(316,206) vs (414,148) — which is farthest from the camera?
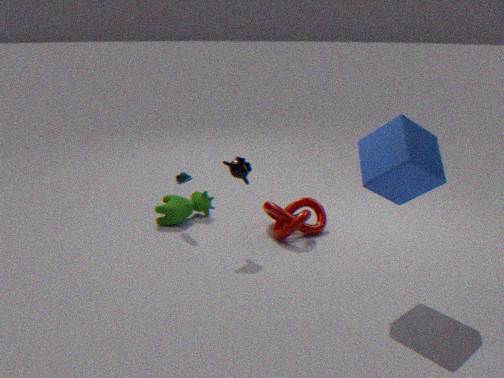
(316,206)
